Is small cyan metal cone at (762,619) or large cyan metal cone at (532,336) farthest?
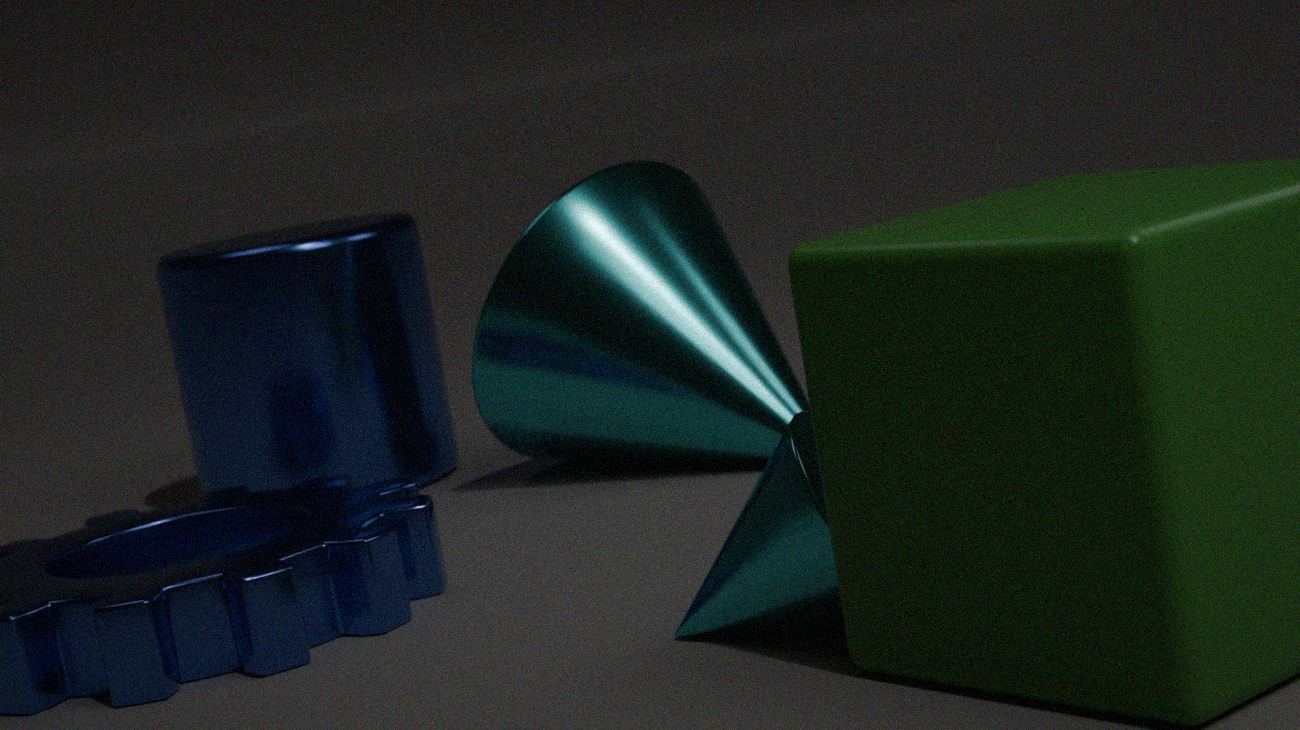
large cyan metal cone at (532,336)
